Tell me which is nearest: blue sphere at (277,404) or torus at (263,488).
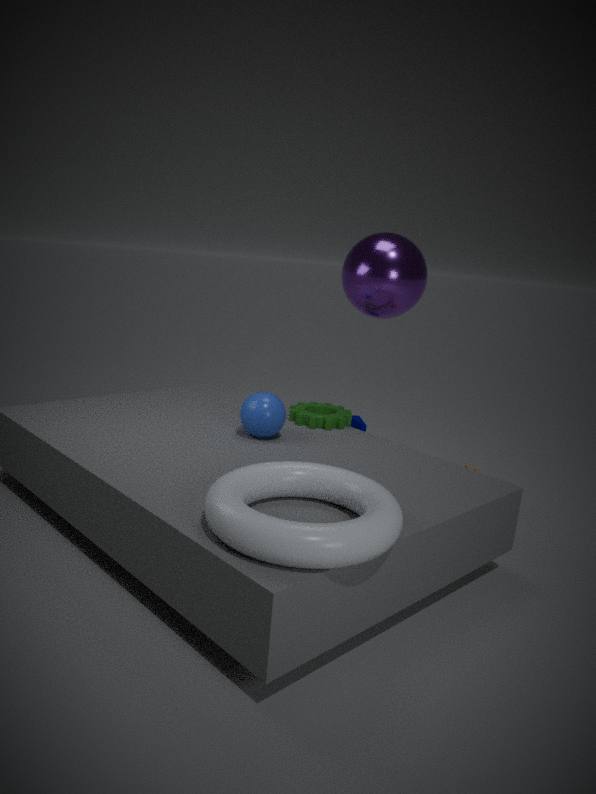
torus at (263,488)
